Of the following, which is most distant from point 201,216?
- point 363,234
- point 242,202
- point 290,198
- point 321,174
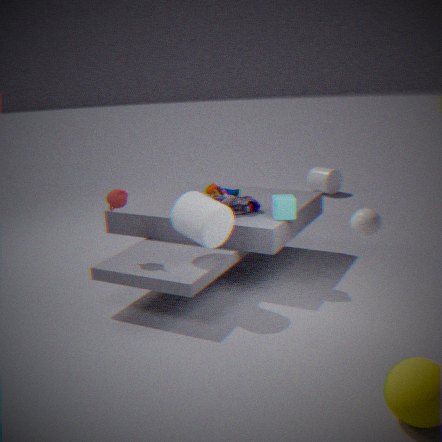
point 321,174
